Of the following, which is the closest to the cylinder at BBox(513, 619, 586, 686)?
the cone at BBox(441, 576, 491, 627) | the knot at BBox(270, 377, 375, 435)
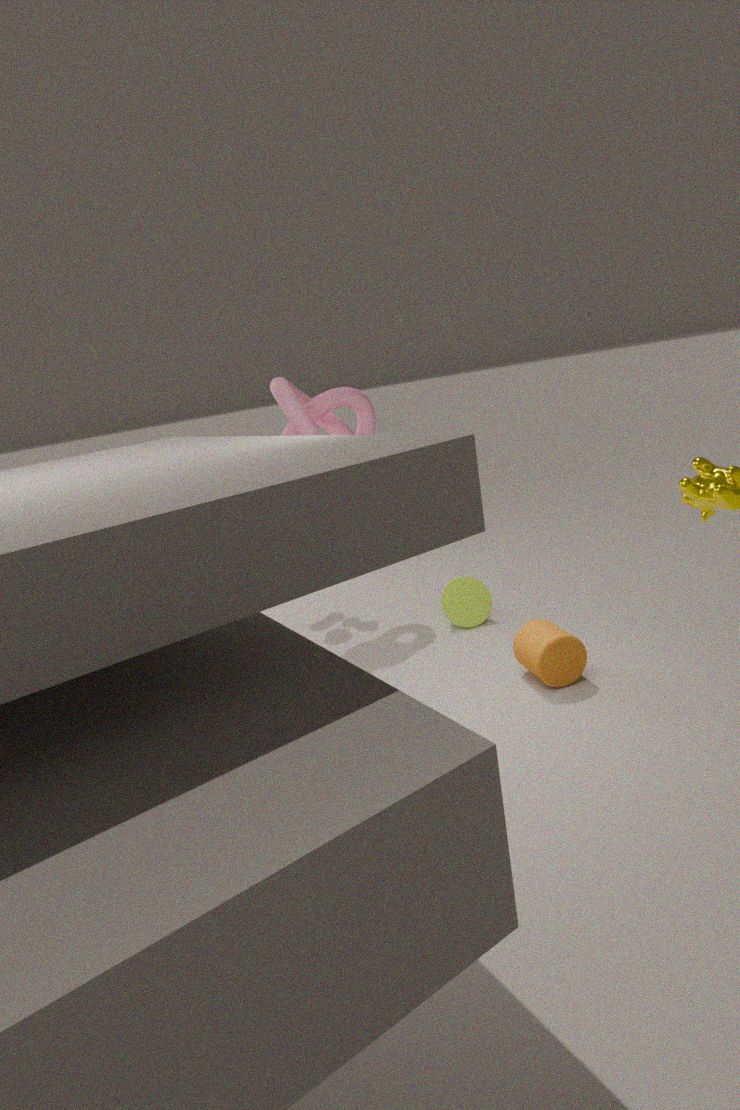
the cone at BBox(441, 576, 491, 627)
